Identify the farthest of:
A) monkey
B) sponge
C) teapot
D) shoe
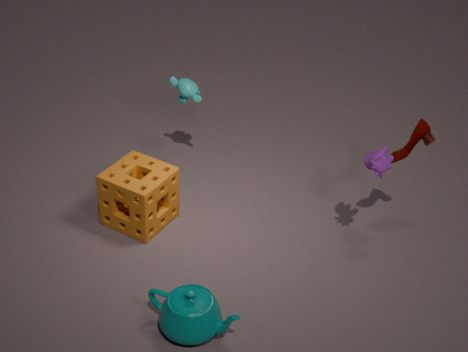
monkey
